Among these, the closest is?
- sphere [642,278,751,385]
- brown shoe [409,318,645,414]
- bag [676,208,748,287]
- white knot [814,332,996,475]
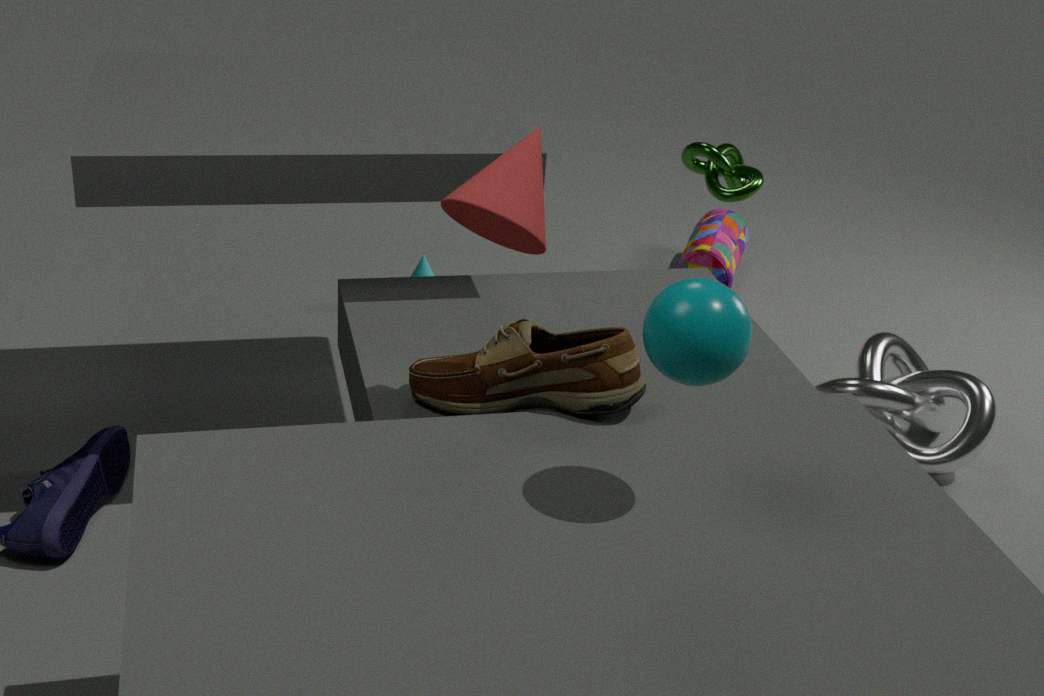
sphere [642,278,751,385]
